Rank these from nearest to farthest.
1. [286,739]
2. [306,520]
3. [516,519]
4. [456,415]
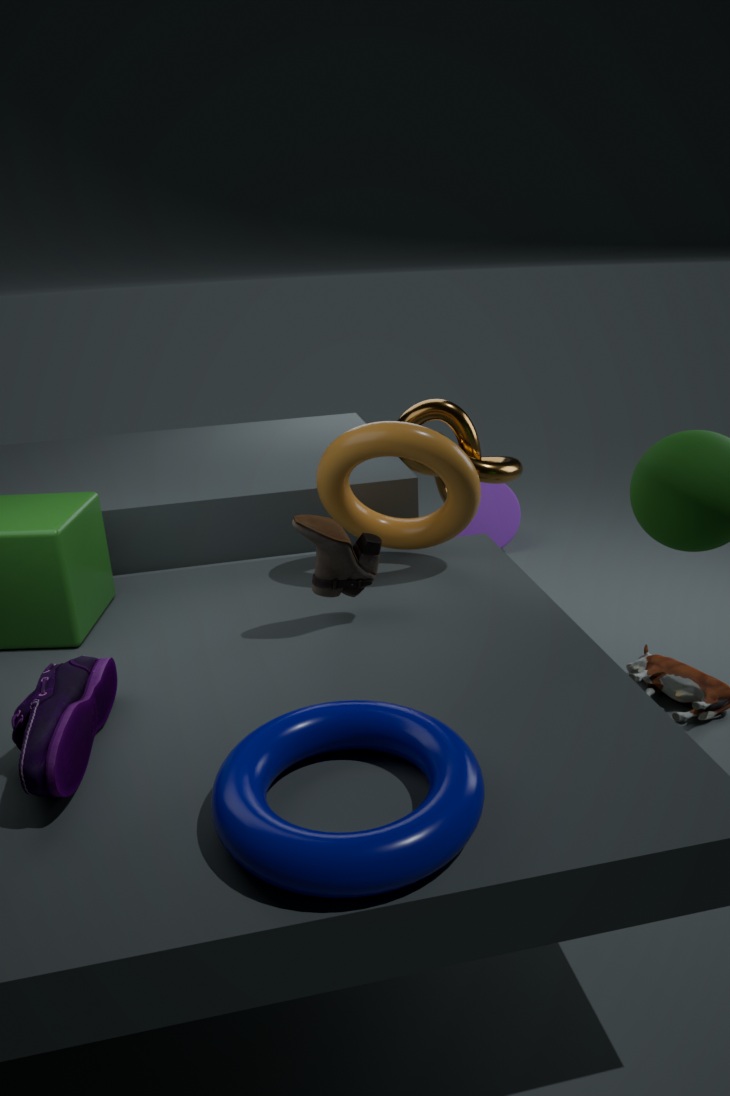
[286,739]
[306,520]
[456,415]
[516,519]
